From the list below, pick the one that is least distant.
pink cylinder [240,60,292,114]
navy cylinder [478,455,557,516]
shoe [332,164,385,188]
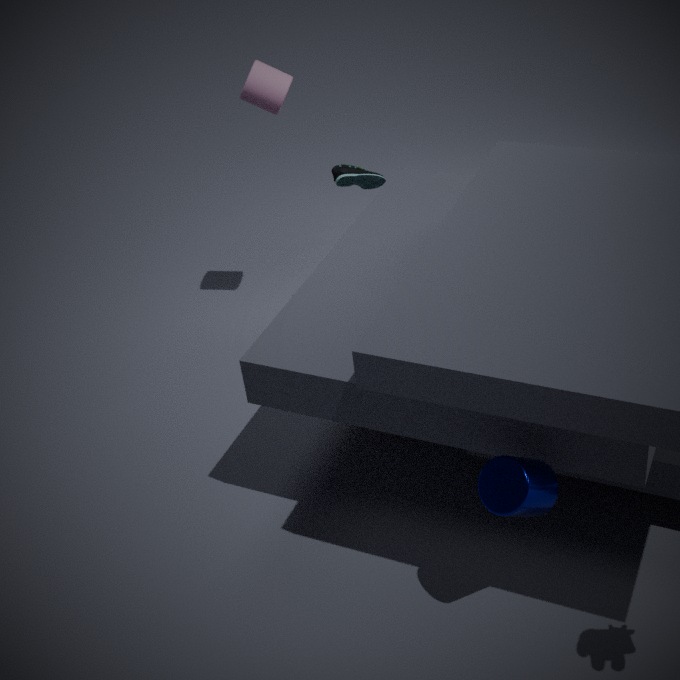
navy cylinder [478,455,557,516]
